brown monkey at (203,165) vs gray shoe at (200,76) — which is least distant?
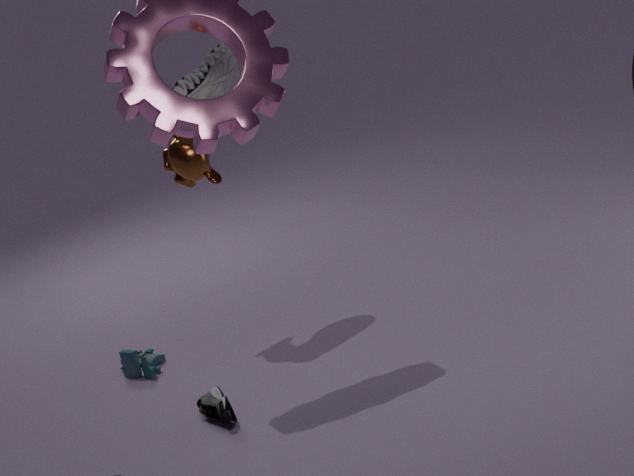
brown monkey at (203,165)
